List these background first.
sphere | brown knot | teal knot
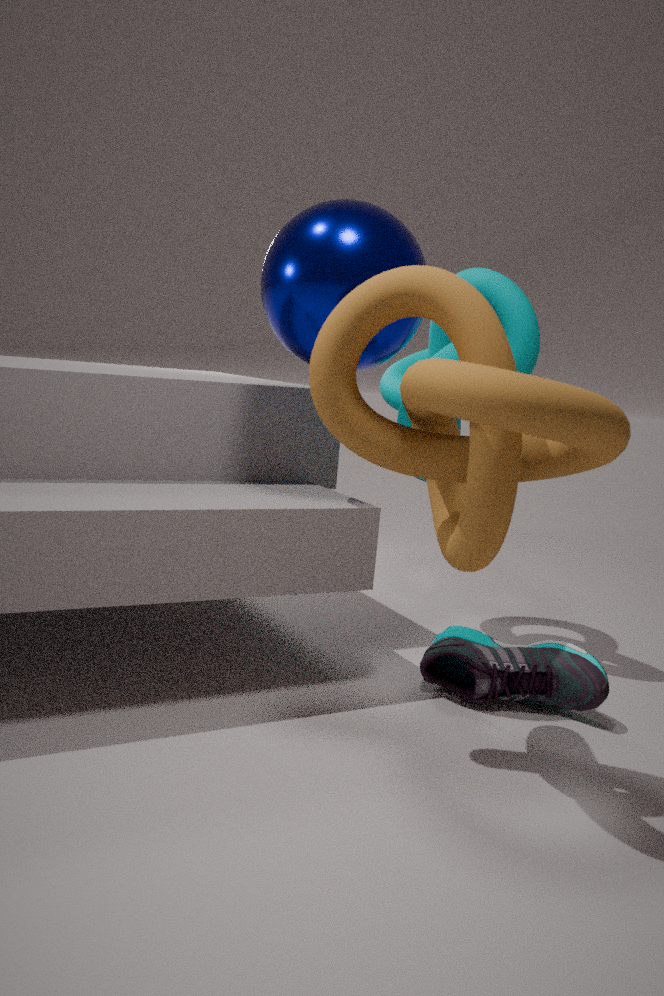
teal knot
sphere
brown knot
